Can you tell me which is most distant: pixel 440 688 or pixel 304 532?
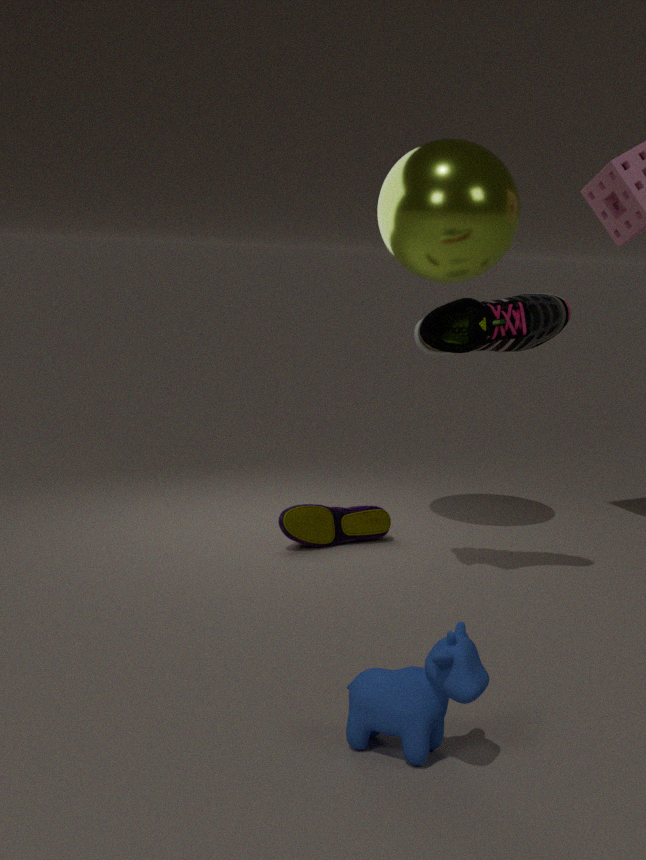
pixel 304 532
